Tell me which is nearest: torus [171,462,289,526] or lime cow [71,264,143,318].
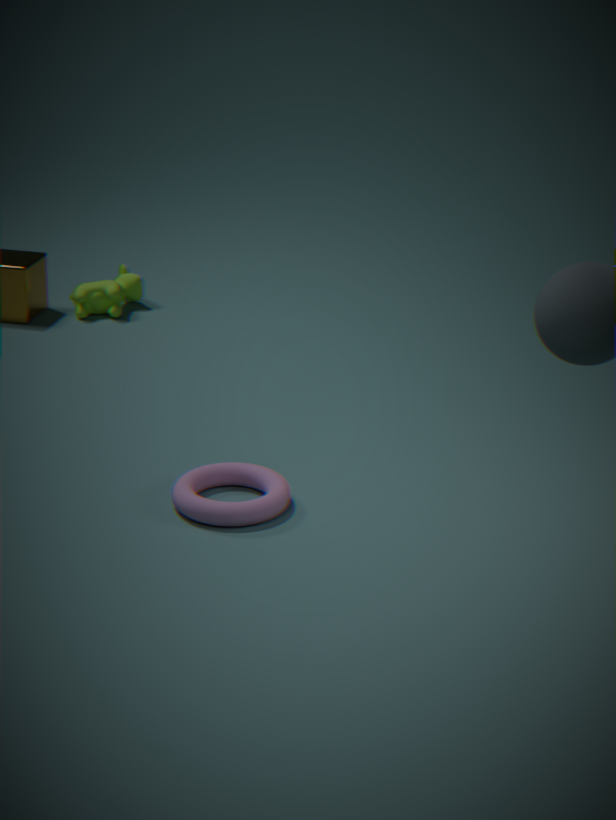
torus [171,462,289,526]
